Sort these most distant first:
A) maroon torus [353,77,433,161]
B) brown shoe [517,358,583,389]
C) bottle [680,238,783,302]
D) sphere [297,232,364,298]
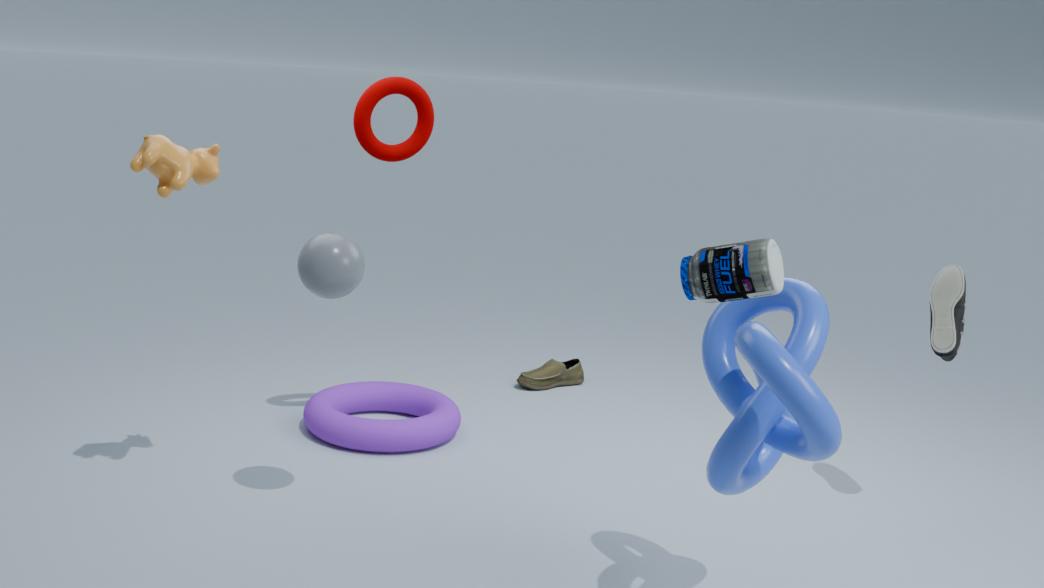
brown shoe [517,358,583,389], maroon torus [353,77,433,161], sphere [297,232,364,298], bottle [680,238,783,302]
